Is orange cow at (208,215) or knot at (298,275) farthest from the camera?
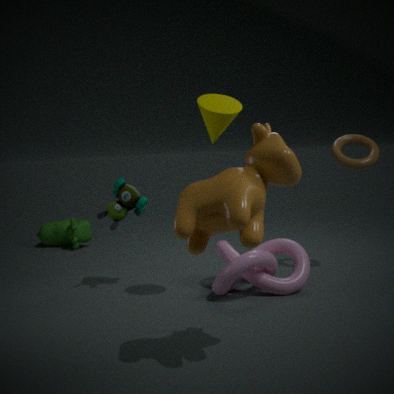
knot at (298,275)
